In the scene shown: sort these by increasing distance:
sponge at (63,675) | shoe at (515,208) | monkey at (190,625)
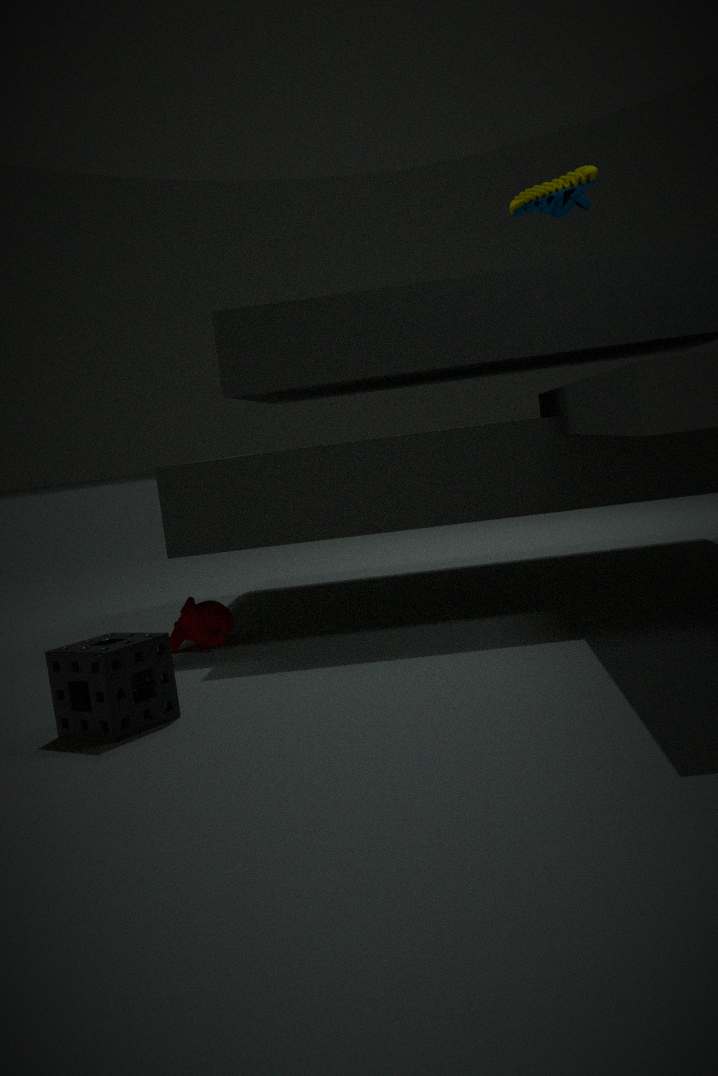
sponge at (63,675), shoe at (515,208), monkey at (190,625)
